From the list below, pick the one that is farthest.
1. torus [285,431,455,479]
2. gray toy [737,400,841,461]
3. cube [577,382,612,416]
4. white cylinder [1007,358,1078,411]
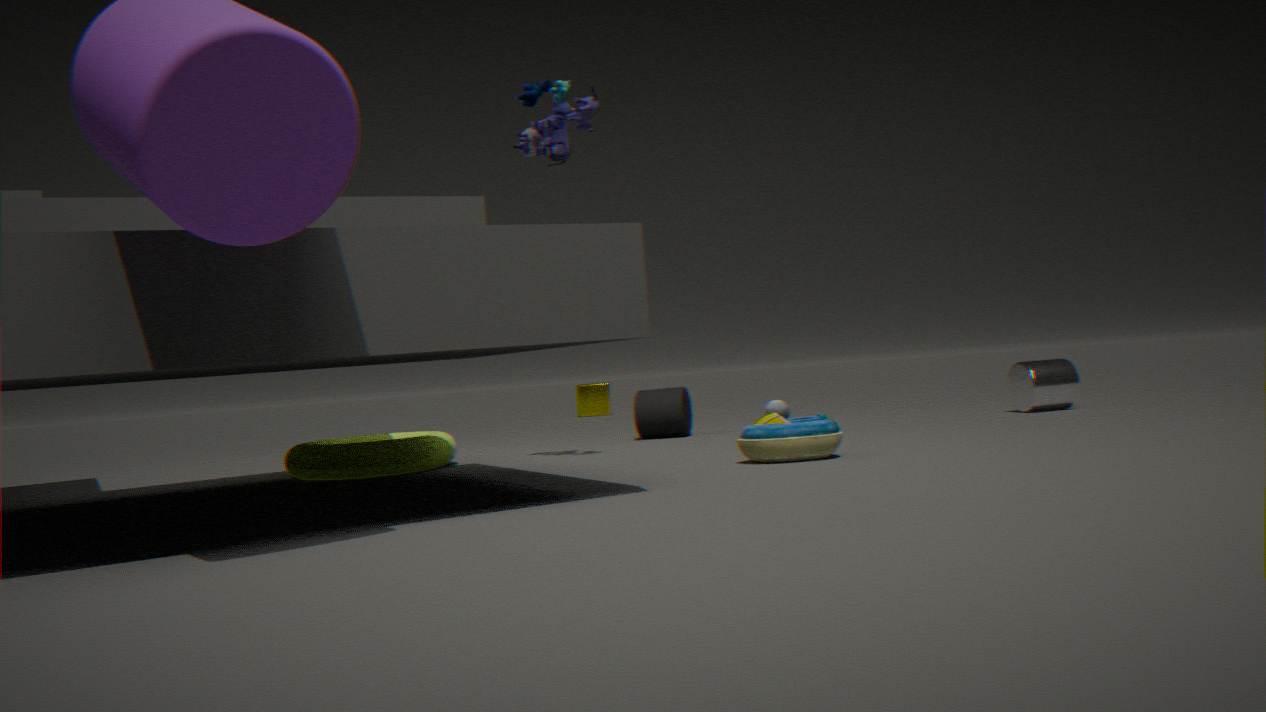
cube [577,382,612,416]
